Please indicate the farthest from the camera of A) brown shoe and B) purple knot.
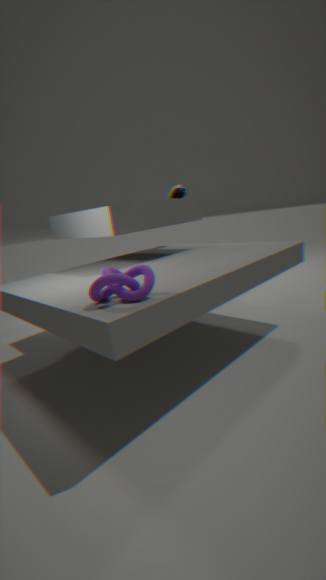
A. brown shoe
